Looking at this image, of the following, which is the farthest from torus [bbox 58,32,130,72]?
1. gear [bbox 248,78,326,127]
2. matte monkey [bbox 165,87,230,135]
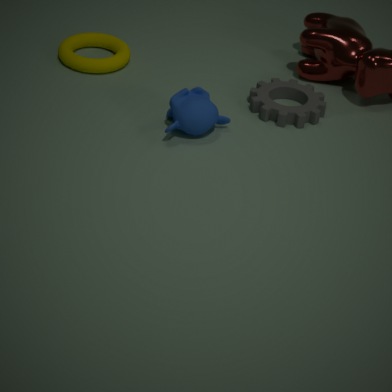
gear [bbox 248,78,326,127]
